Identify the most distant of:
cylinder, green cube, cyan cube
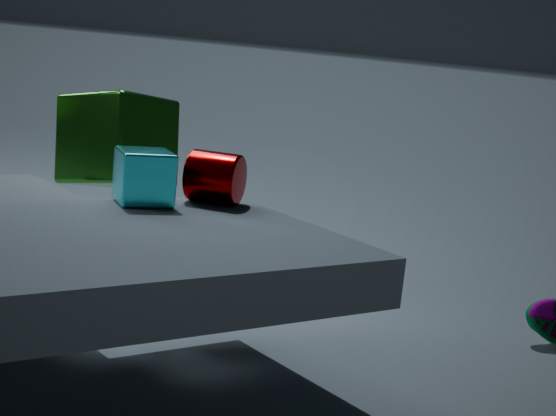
green cube
